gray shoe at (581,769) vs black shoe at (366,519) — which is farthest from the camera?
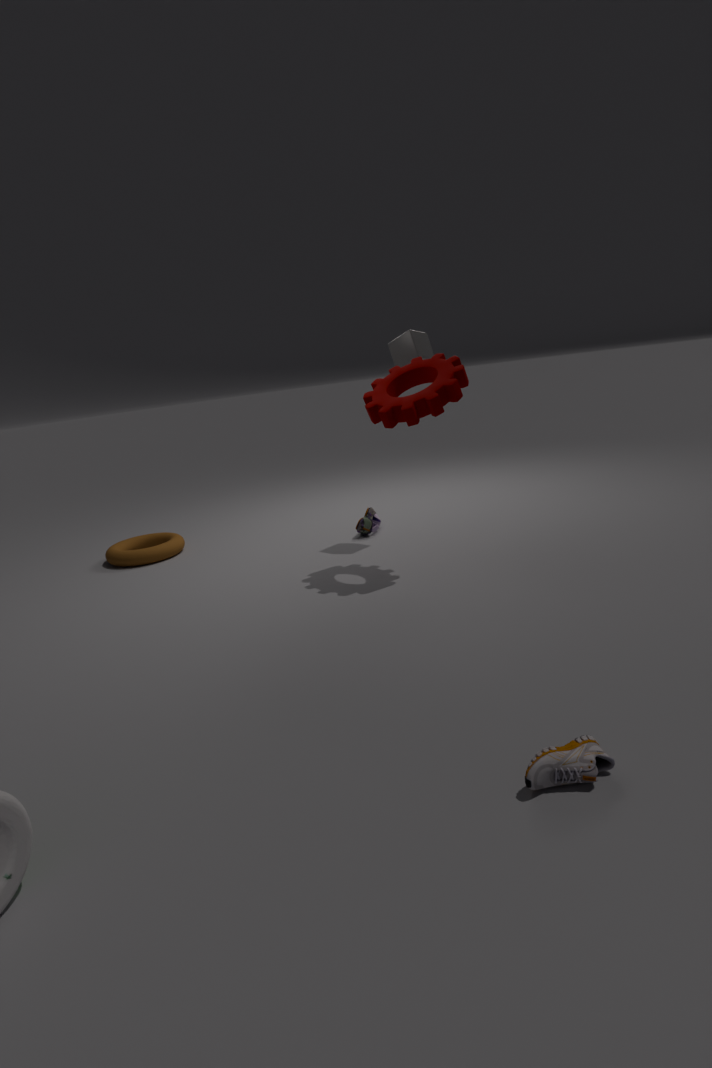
black shoe at (366,519)
